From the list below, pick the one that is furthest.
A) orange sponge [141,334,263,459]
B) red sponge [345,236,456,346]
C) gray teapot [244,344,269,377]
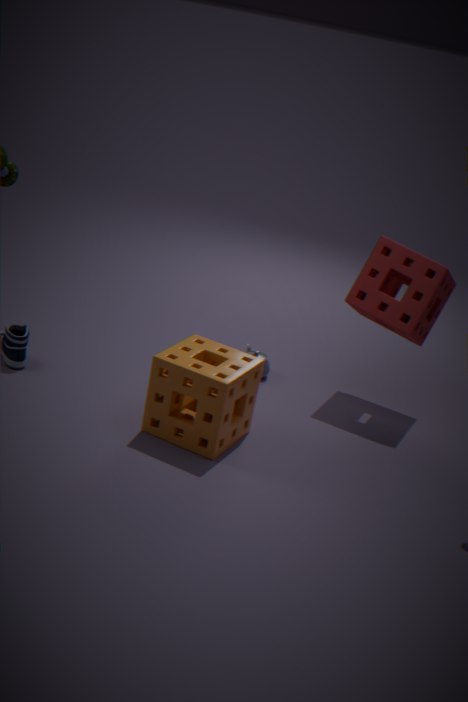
gray teapot [244,344,269,377]
